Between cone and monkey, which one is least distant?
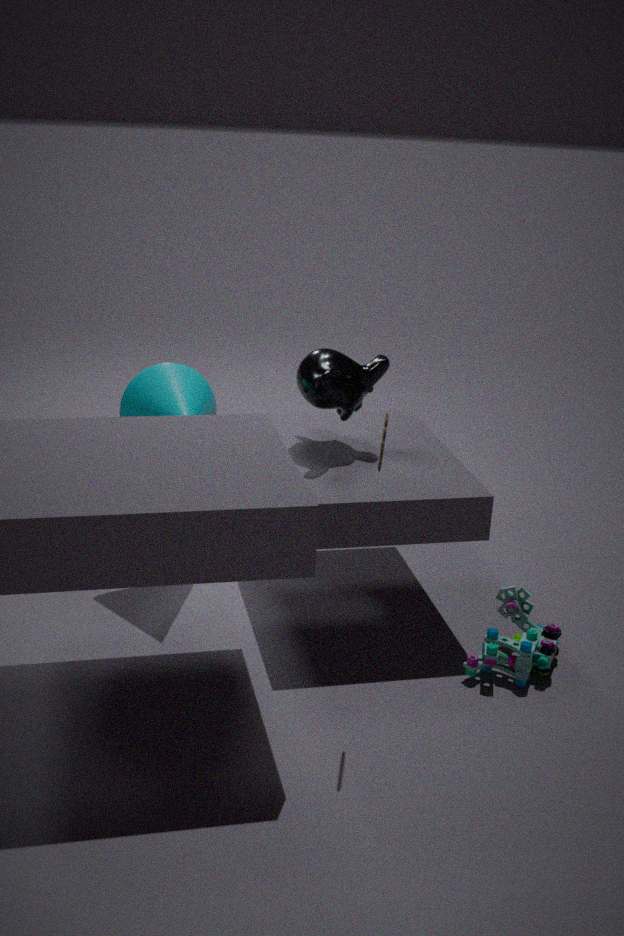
monkey
